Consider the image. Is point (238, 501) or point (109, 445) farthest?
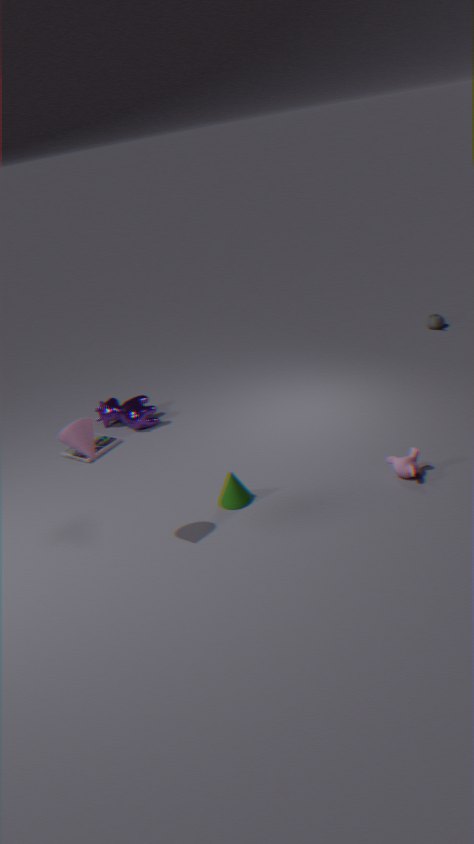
point (109, 445)
